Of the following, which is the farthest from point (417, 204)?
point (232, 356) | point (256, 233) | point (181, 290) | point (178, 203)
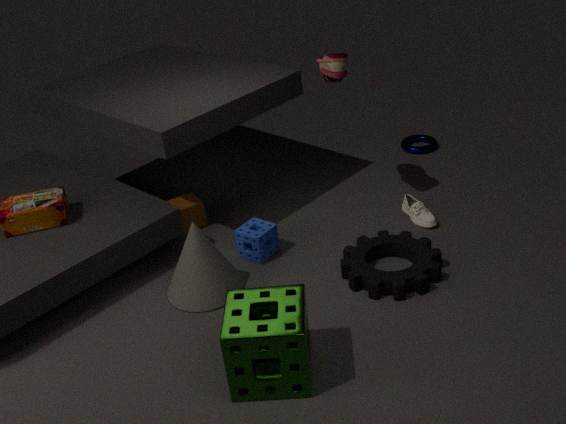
point (232, 356)
